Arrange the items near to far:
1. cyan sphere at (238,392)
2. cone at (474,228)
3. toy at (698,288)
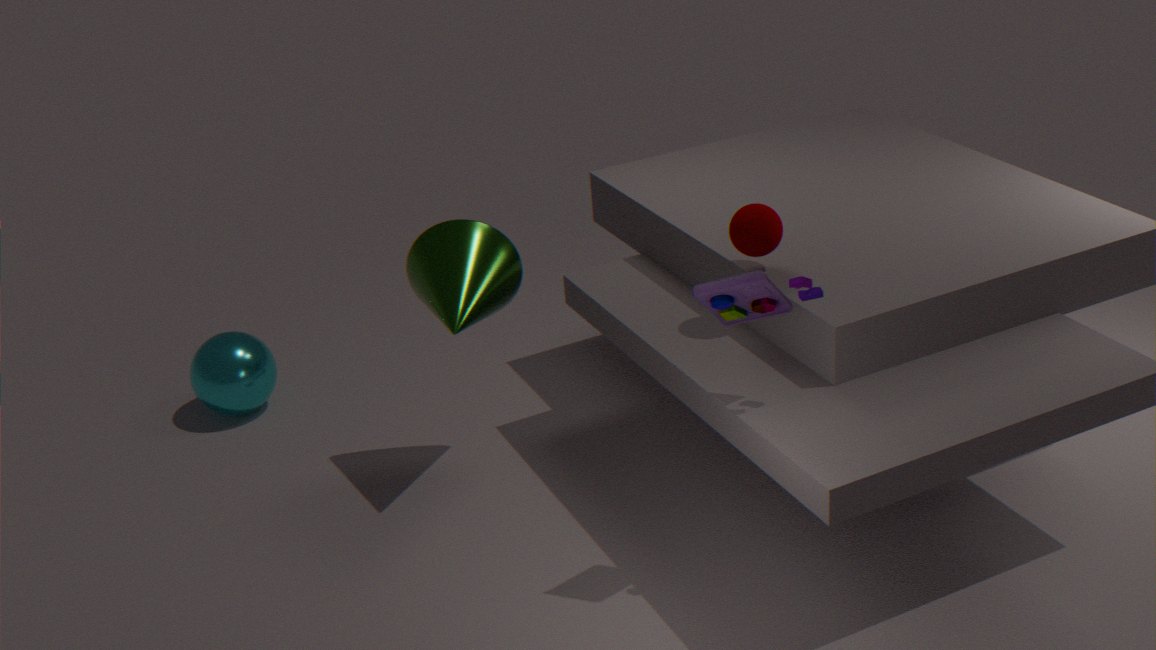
toy at (698,288) < cone at (474,228) < cyan sphere at (238,392)
